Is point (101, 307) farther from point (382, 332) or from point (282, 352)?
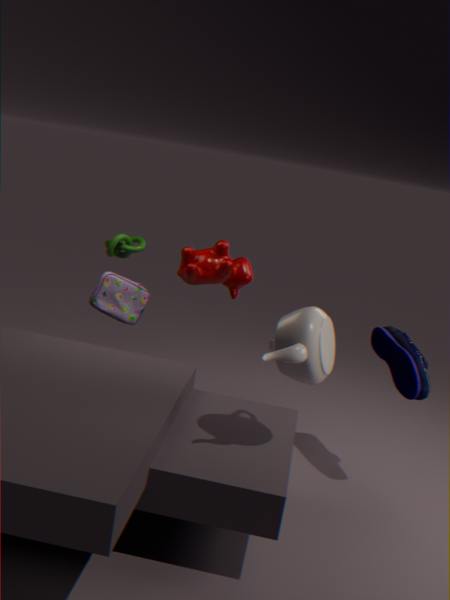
point (382, 332)
